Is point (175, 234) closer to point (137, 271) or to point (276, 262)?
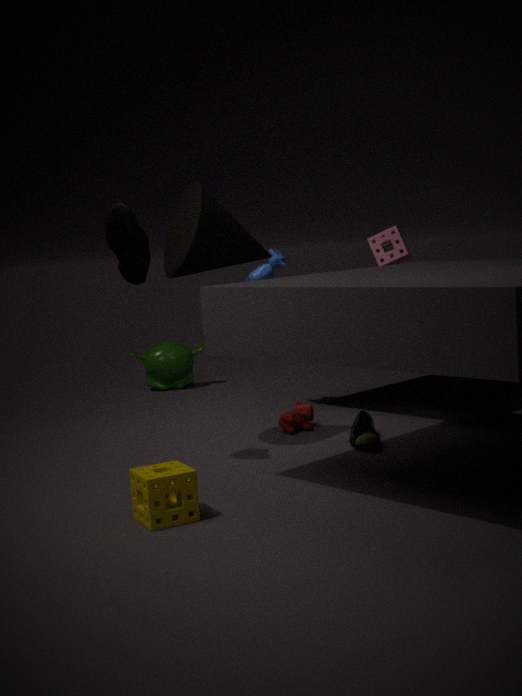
point (137, 271)
